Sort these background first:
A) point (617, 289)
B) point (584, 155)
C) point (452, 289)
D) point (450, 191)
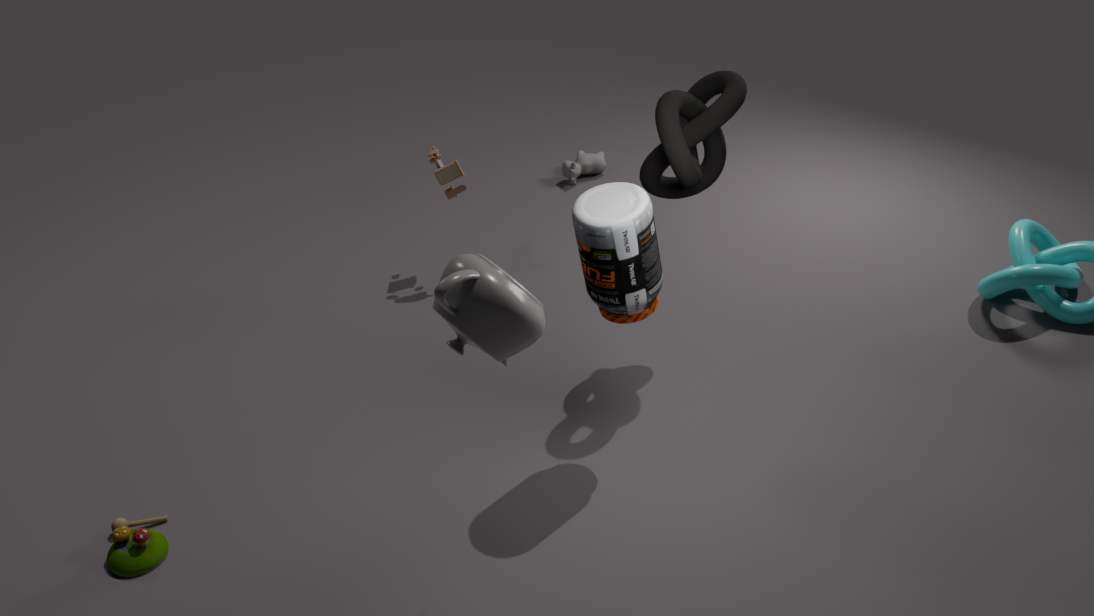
1. point (584, 155)
2. point (450, 191)
3. point (617, 289)
4. point (452, 289)
